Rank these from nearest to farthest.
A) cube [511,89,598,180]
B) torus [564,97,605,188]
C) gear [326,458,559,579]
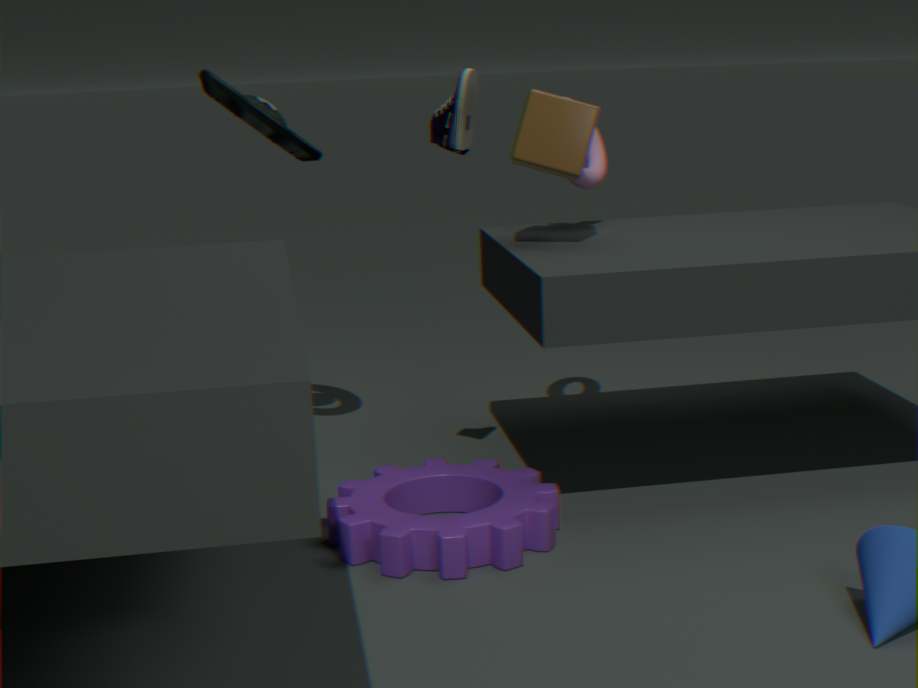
gear [326,458,559,579]
cube [511,89,598,180]
torus [564,97,605,188]
